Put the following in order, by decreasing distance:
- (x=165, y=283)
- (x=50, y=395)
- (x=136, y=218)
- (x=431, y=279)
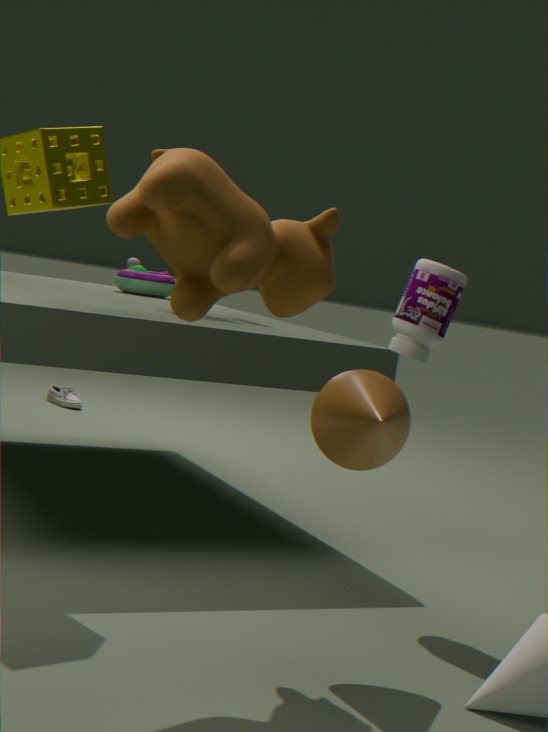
(x=50, y=395) → (x=165, y=283) → (x=431, y=279) → (x=136, y=218)
